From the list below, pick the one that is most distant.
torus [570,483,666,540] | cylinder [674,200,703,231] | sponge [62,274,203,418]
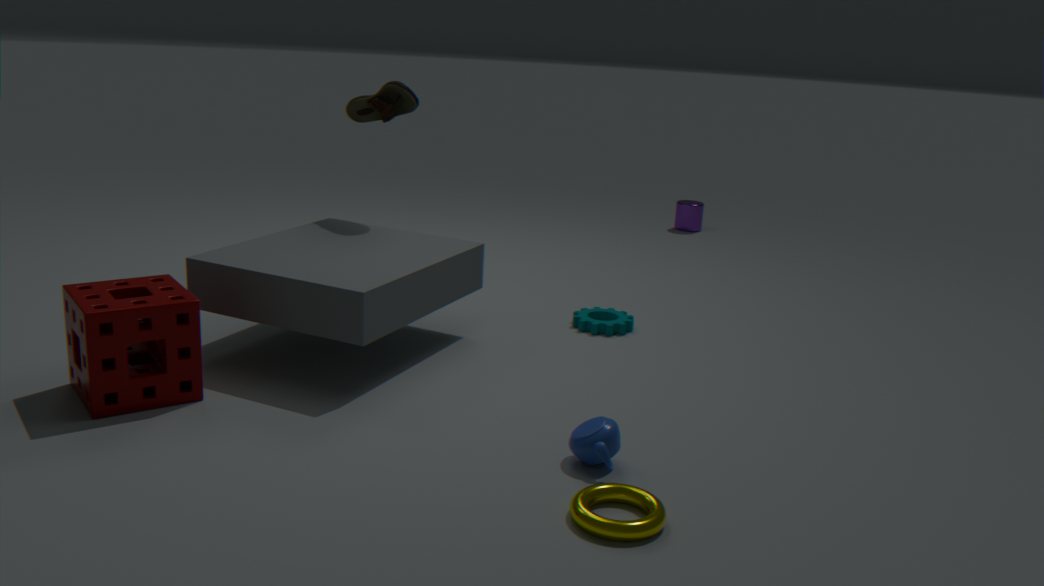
cylinder [674,200,703,231]
